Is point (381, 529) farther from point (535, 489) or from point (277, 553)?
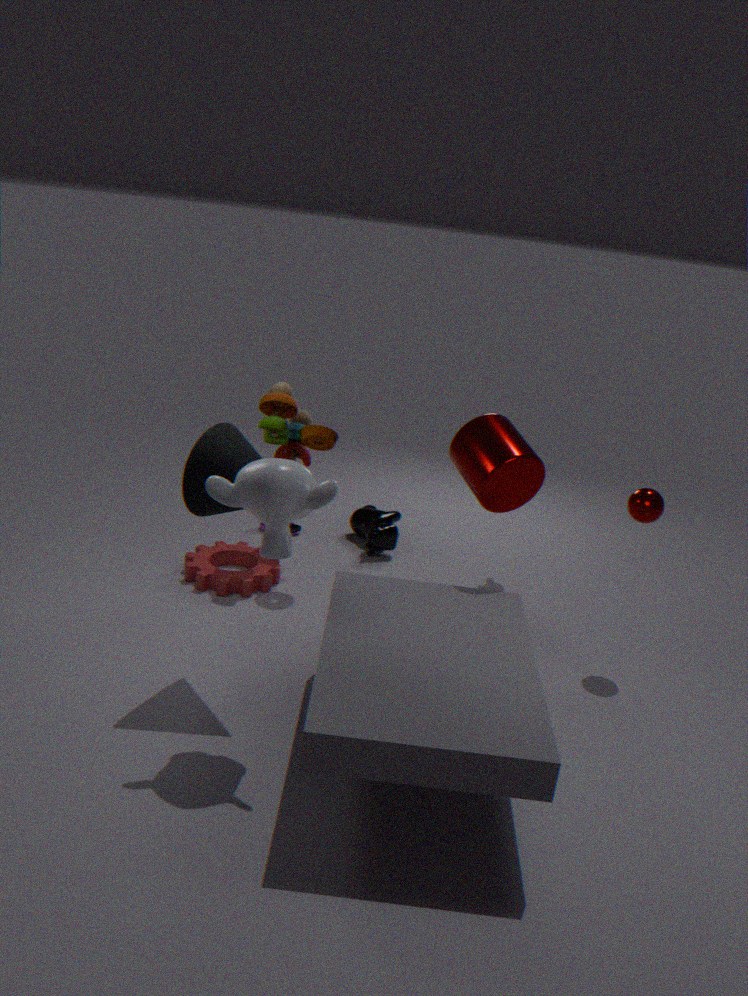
point (277, 553)
